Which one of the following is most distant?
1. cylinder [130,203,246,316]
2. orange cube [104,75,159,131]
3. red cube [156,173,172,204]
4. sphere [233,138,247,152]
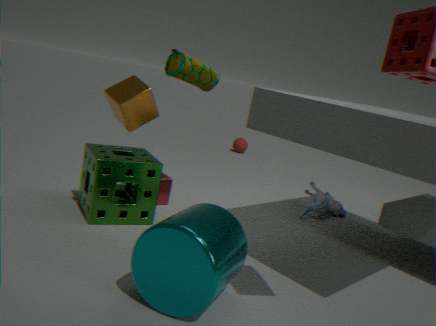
sphere [233,138,247,152]
